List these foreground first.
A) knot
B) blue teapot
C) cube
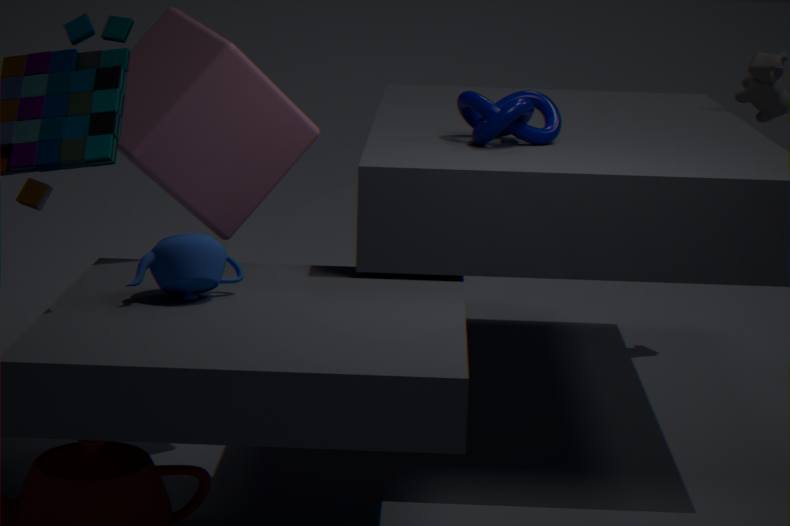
blue teapot < cube < knot
